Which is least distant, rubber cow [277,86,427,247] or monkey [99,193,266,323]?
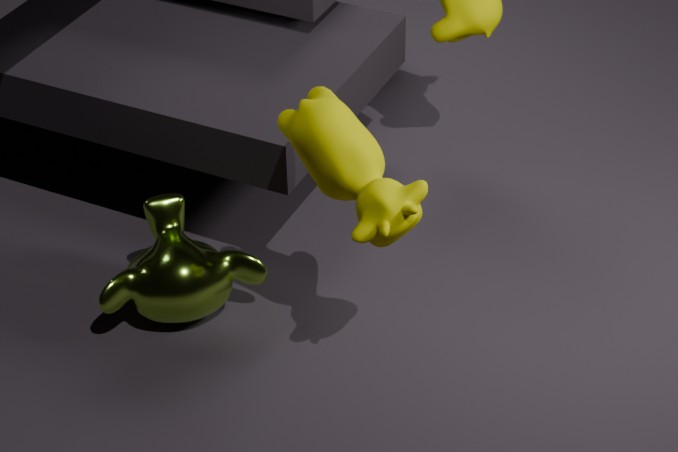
rubber cow [277,86,427,247]
